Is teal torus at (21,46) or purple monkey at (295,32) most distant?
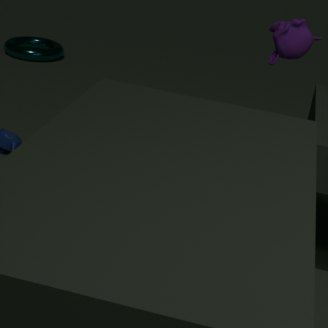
teal torus at (21,46)
